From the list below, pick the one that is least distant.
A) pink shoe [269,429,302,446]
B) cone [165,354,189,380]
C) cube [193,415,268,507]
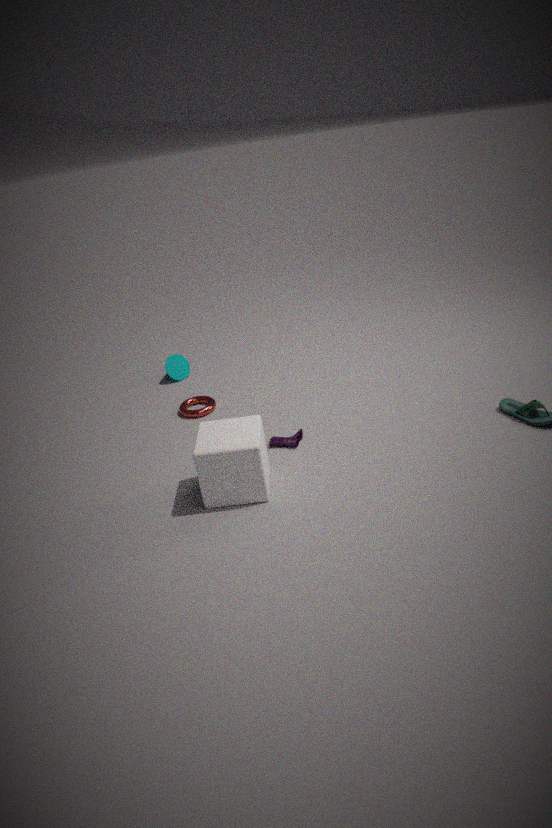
cube [193,415,268,507]
